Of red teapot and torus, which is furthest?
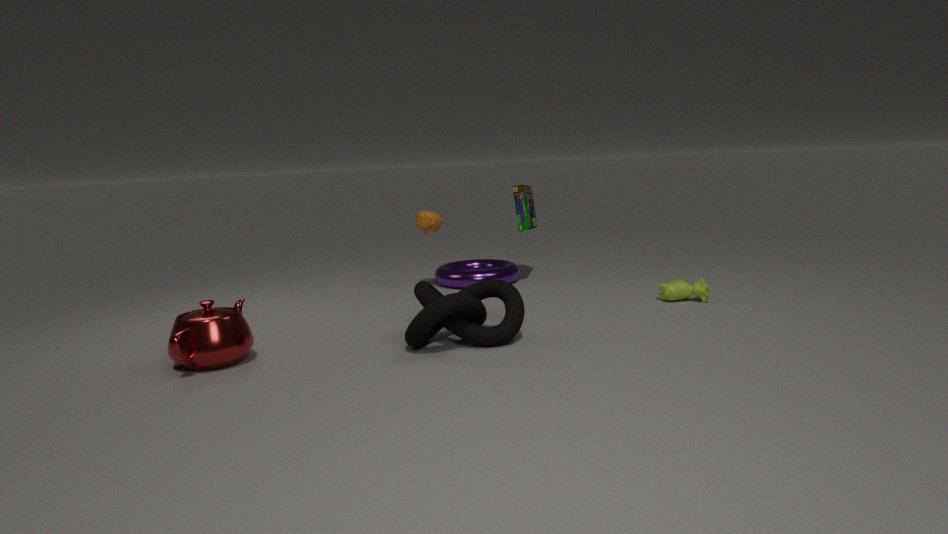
torus
